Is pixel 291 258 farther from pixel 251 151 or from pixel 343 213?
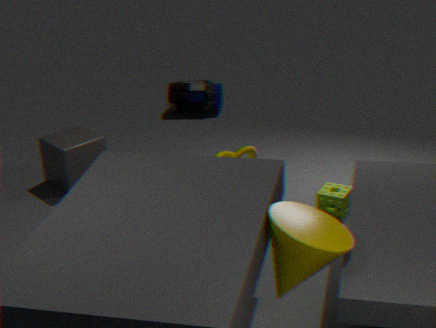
pixel 343 213
